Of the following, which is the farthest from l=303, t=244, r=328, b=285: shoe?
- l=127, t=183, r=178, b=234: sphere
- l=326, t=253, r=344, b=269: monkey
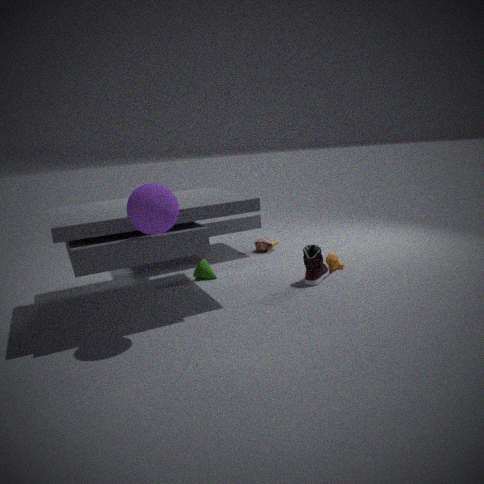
l=127, t=183, r=178, b=234: sphere
